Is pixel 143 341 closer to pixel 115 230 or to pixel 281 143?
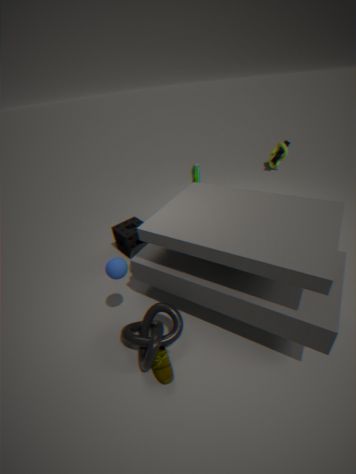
pixel 115 230
